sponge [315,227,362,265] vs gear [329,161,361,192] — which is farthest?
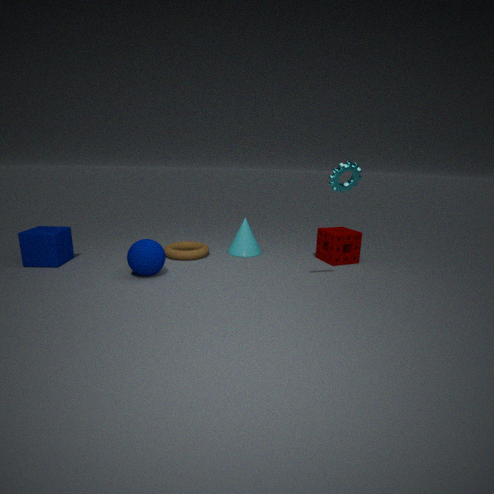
sponge [315,227,362,265]
